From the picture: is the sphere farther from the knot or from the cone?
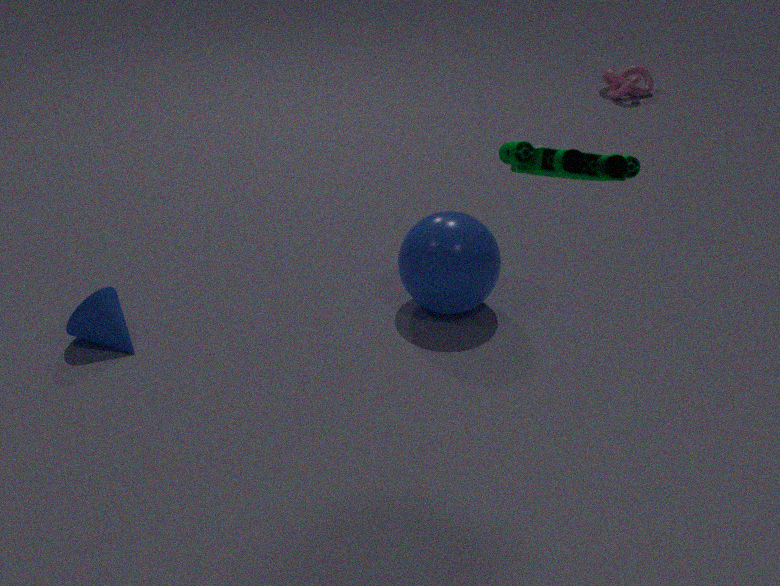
the knot
